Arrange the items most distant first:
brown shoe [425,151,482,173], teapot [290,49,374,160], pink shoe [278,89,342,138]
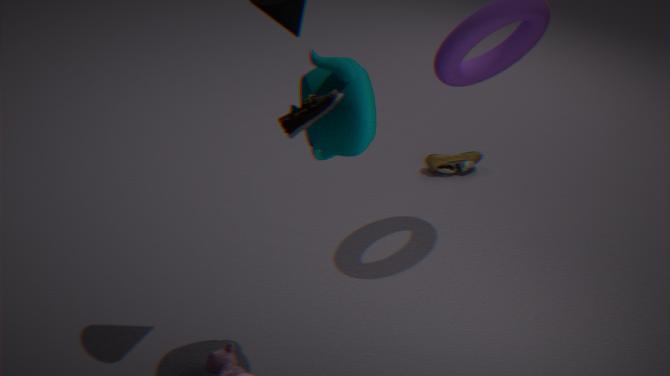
brown shoe [425,151,482,173], teapot [290,49,374,160], pink shoe [278,89,342,138]
